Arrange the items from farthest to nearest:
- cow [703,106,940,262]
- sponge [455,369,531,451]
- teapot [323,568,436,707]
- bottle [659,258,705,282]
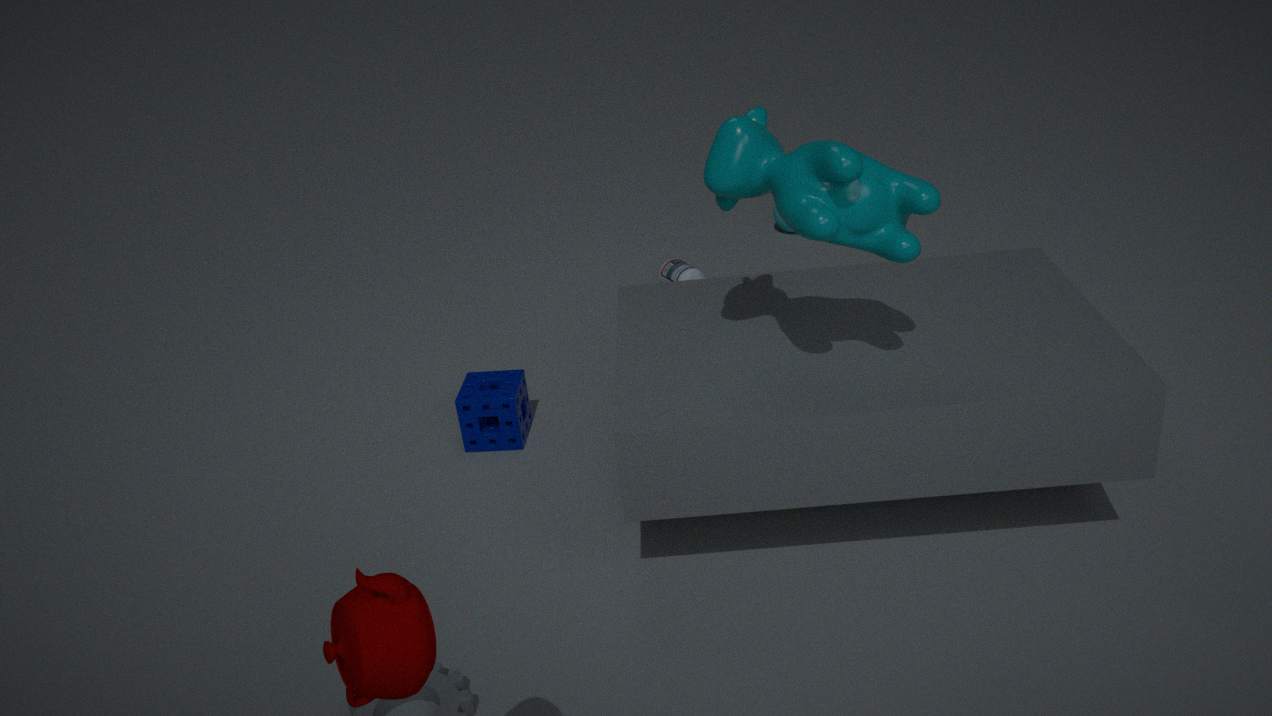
bottle [659,258,705,282], sponge [455,369,531,451], cow [703,106,940,262], teapot [323,568,436,707]
